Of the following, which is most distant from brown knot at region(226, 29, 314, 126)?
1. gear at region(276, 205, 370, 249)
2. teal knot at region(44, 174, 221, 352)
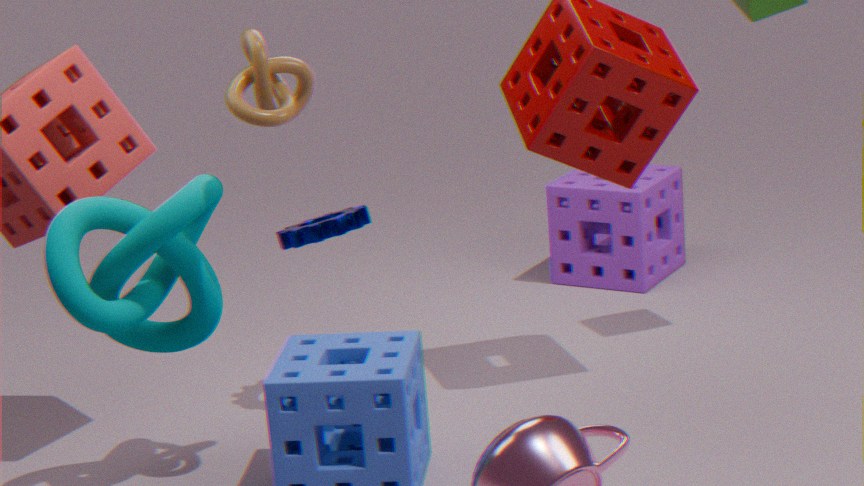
gear at region(276, 205, 370, 249)
